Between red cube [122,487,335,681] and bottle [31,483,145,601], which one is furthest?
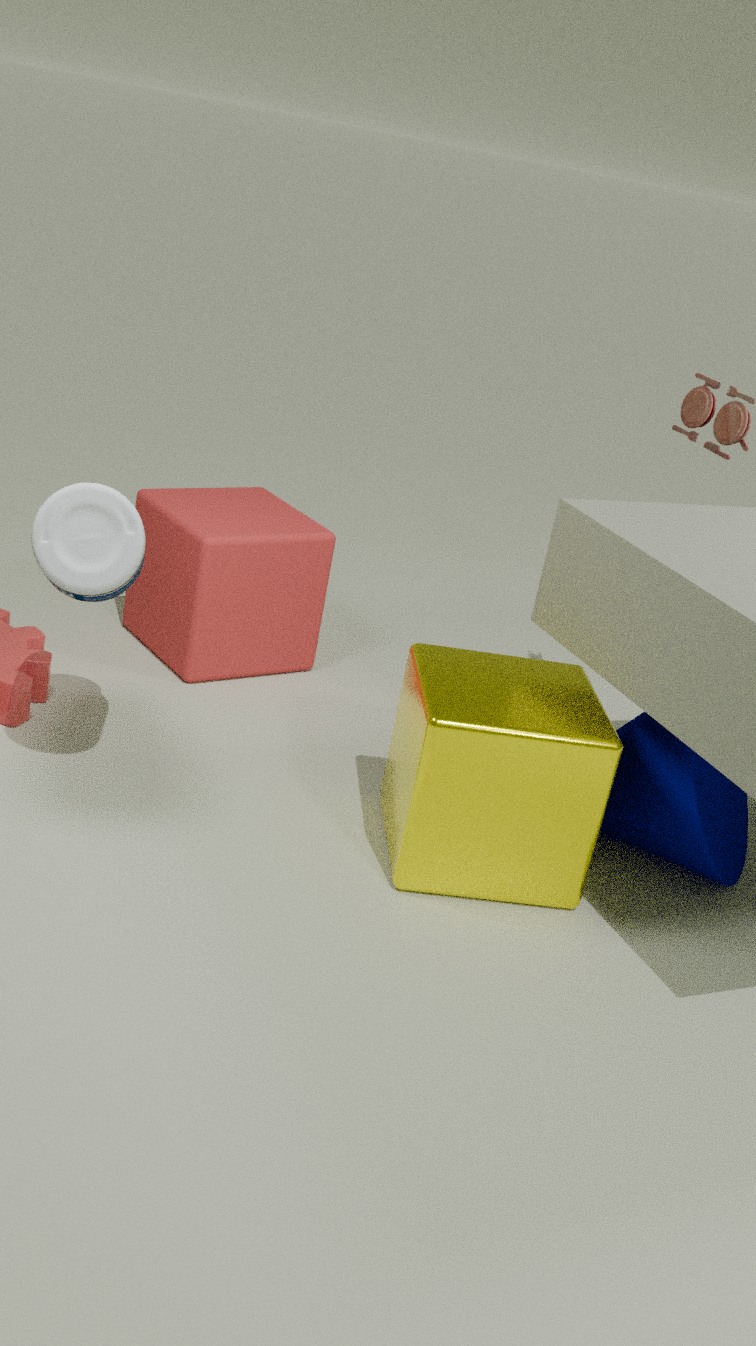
red cube [122,487,335,681]
